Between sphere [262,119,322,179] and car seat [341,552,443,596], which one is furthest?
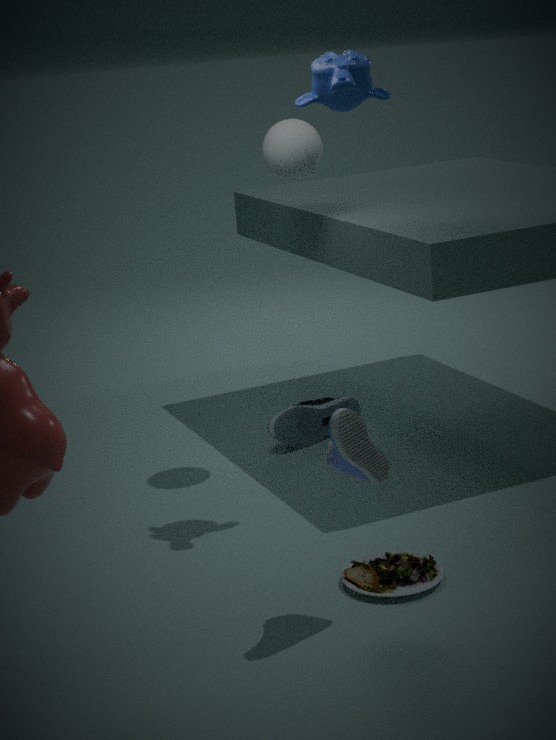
sphere [262,119,322,179]
